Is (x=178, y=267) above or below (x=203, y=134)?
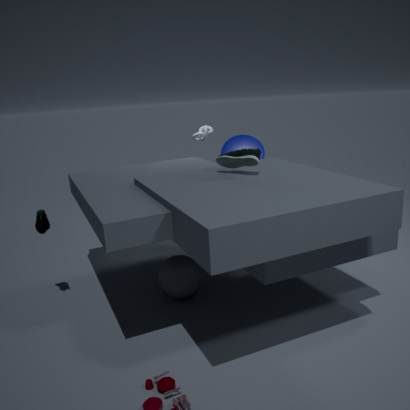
below
